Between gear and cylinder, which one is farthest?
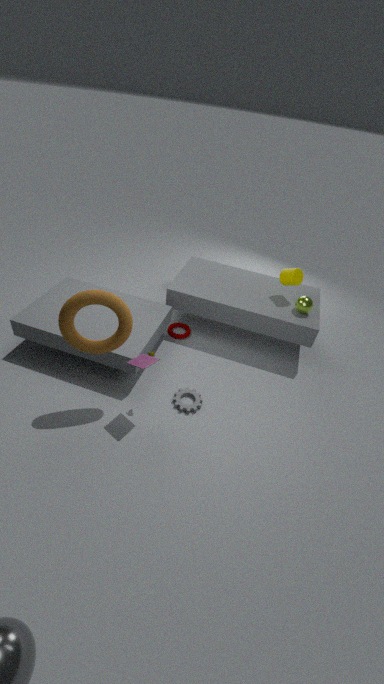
cylinder
